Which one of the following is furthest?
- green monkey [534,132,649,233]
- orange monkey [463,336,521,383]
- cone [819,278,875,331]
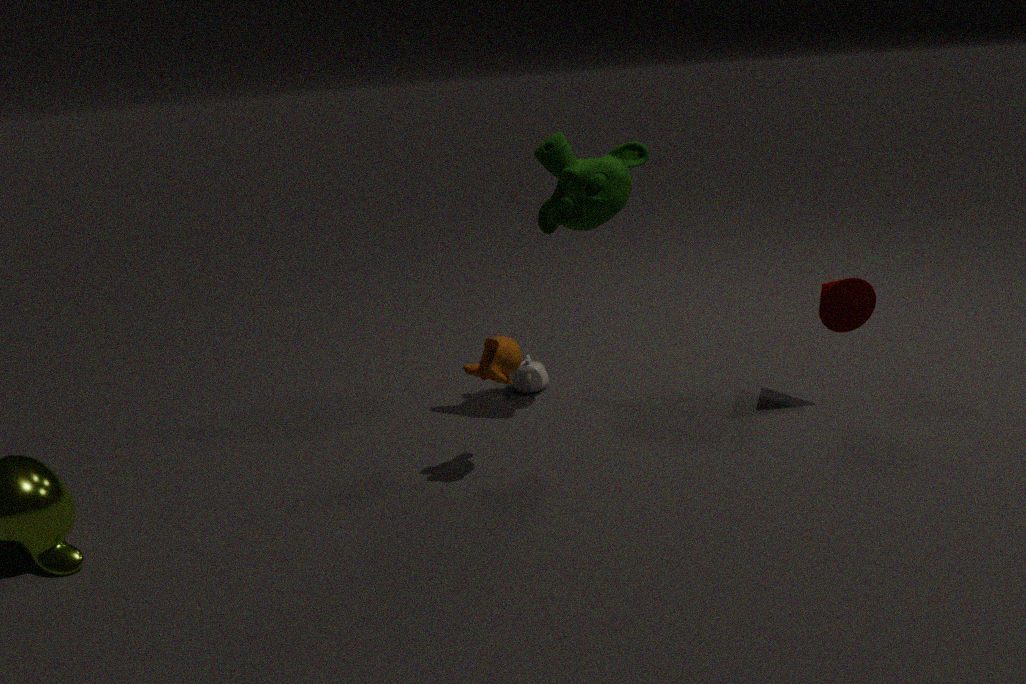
cone [819,278,875,331]
